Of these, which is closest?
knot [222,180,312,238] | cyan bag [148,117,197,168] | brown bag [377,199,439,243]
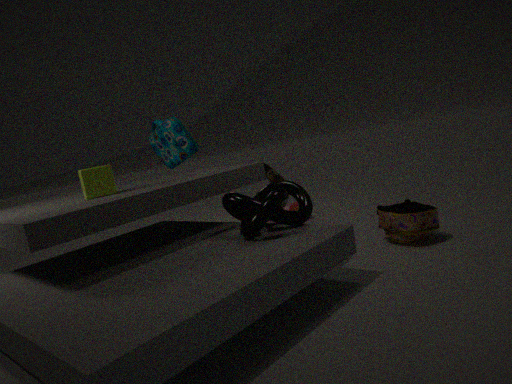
knot [222,180,312,238]
